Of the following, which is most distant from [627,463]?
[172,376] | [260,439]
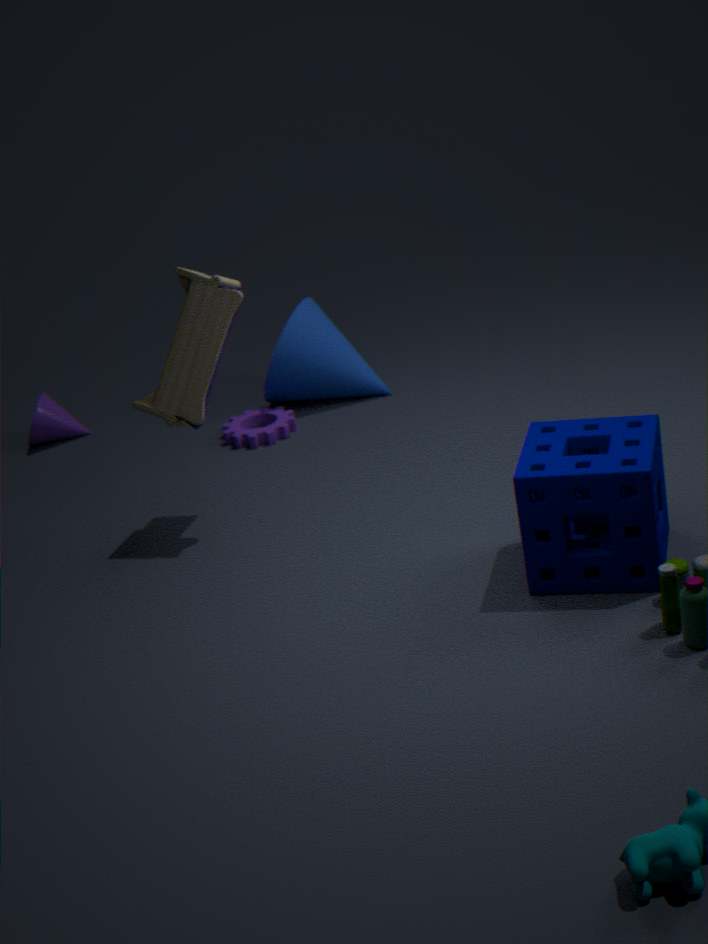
[260,439]
